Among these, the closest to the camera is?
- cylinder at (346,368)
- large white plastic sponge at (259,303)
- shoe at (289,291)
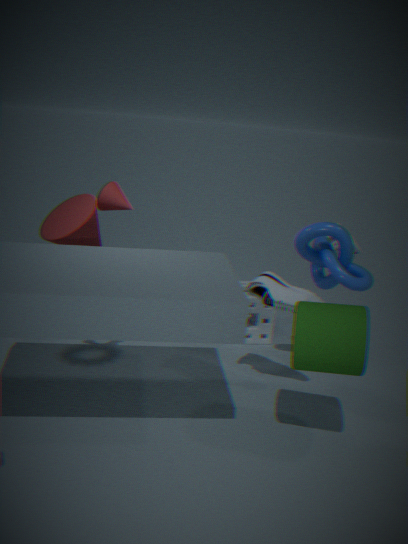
cylinder at (346,368)
